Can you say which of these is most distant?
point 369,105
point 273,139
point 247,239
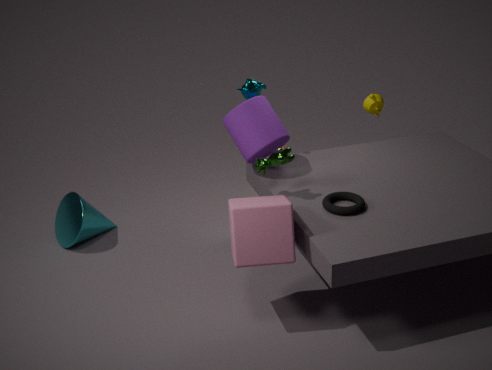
point 369,105
